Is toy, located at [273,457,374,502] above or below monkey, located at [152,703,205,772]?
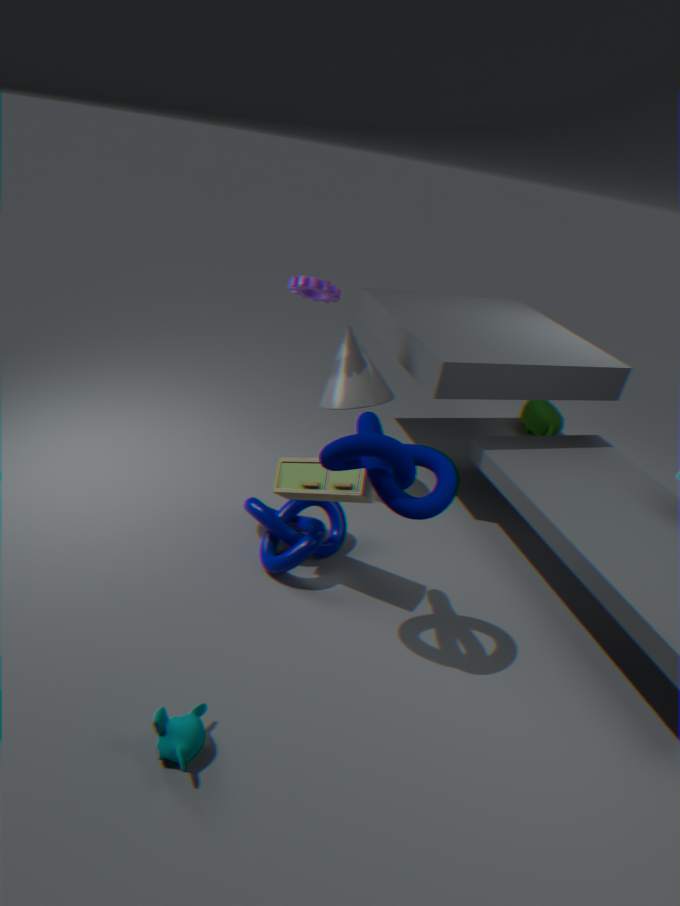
above
